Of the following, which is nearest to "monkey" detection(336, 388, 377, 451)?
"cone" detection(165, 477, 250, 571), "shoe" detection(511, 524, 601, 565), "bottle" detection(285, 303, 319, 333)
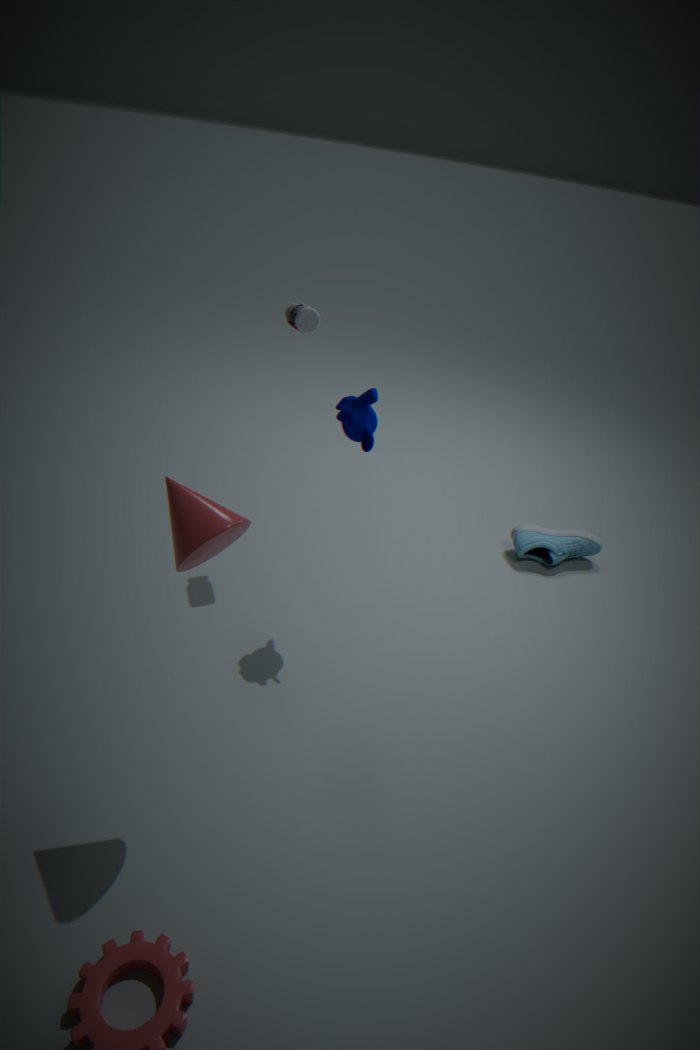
"bottle" detection(285, 303, 319, 333)
